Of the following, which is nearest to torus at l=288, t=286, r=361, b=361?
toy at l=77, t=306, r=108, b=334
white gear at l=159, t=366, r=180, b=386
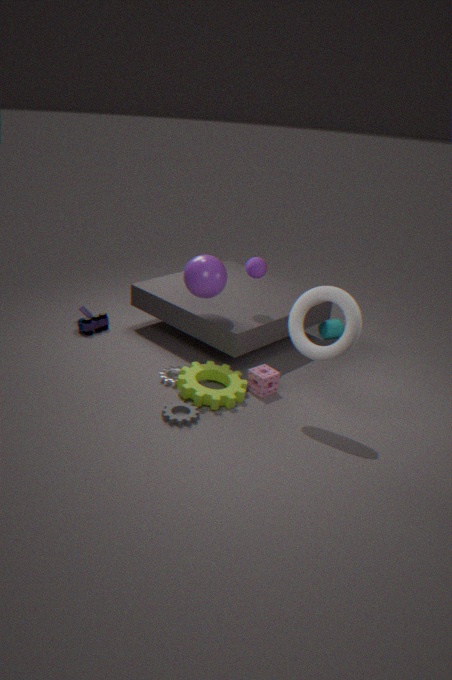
white gear at l=159, t=366, r=180, b=386
